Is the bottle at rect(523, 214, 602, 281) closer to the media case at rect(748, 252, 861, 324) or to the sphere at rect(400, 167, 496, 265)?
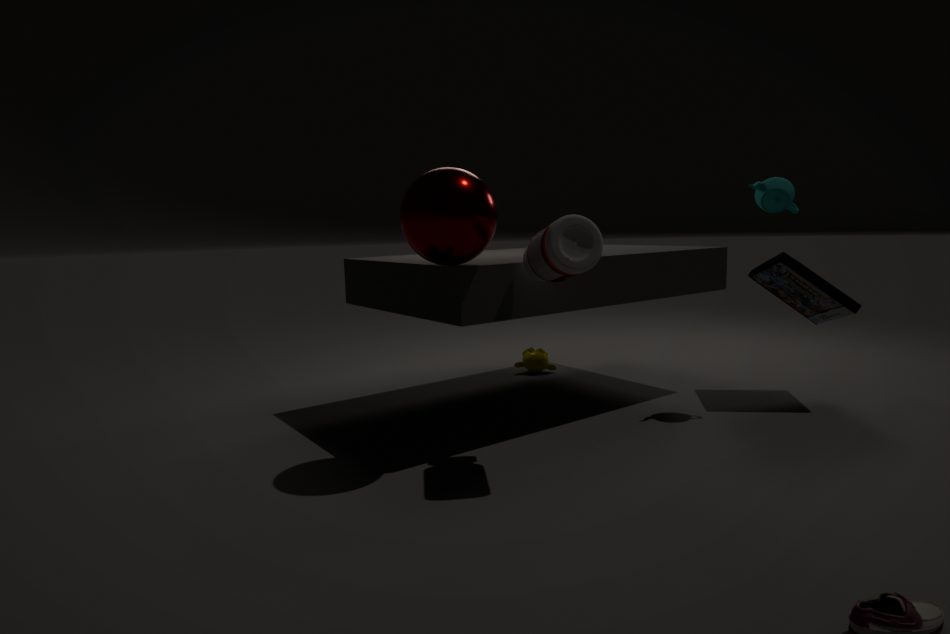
the sphere at rect(400, 167, 496, 265)
